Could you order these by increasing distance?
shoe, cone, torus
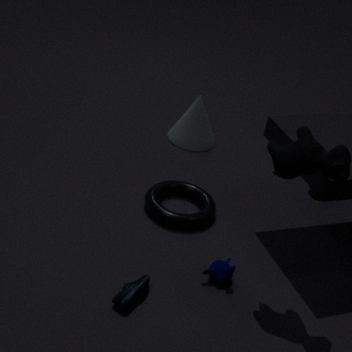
shoe
torus
cone
